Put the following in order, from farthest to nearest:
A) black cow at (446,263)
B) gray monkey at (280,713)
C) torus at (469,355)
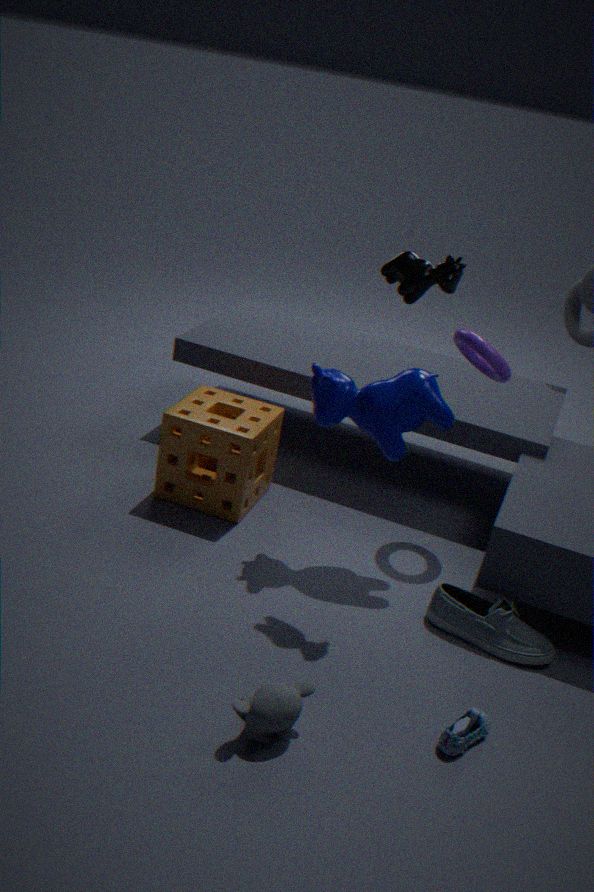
C. torus at (469,355) → A. black cow at (446,263) → B. gray monkey at (280,713)
